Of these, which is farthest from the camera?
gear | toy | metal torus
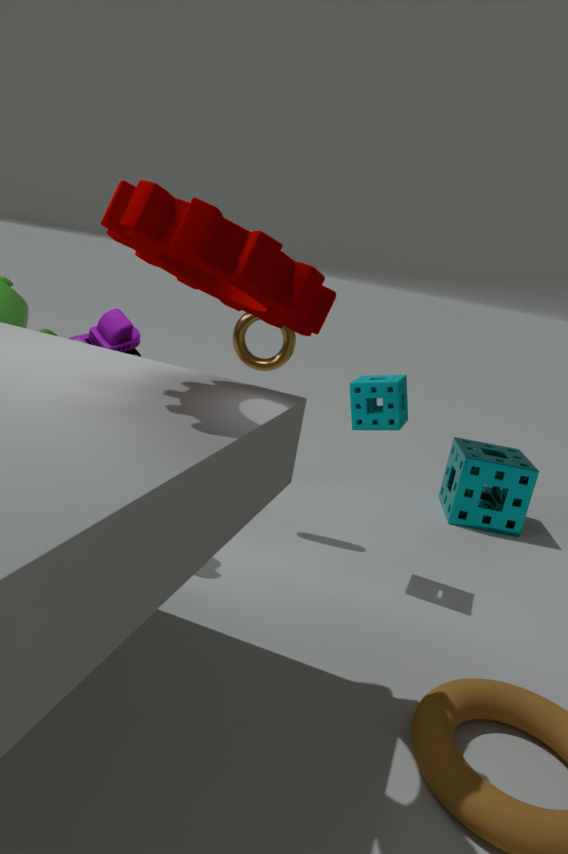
metal torus
